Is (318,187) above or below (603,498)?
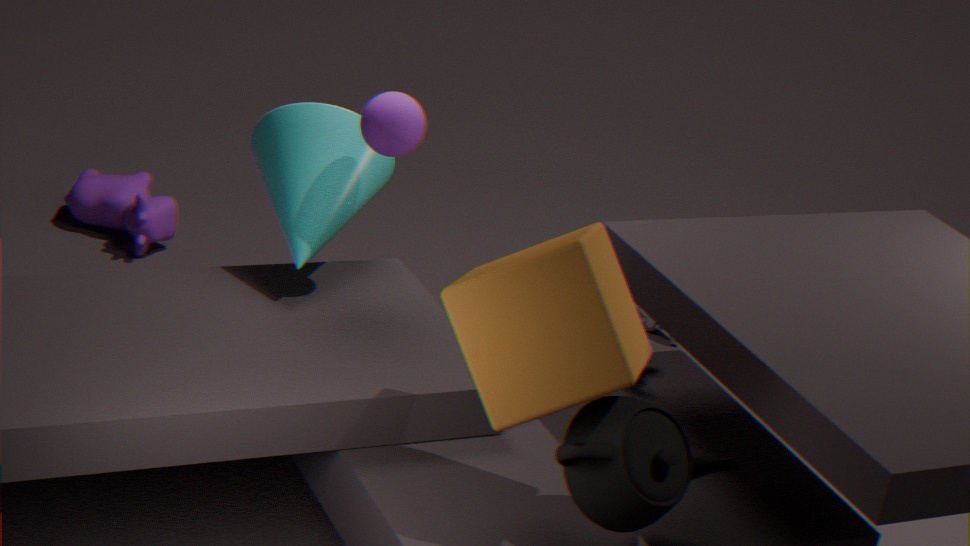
above
